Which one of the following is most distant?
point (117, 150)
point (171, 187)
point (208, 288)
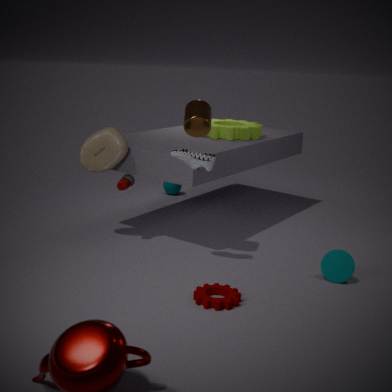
point (171, 187)
